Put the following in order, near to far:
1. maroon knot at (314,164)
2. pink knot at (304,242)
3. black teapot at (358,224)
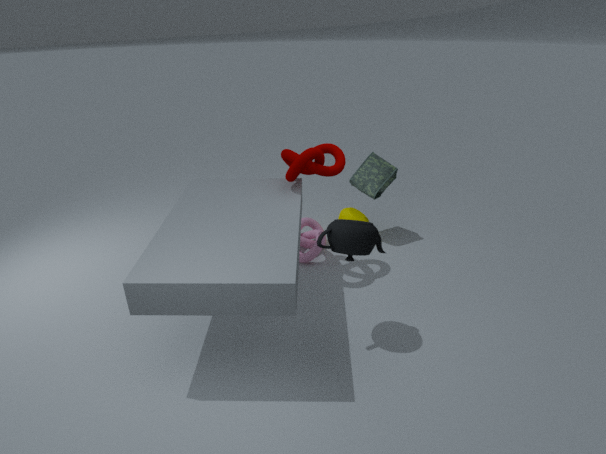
black teapot at (358,224), maroon knot at (314,164), pink knot at (304,242)
